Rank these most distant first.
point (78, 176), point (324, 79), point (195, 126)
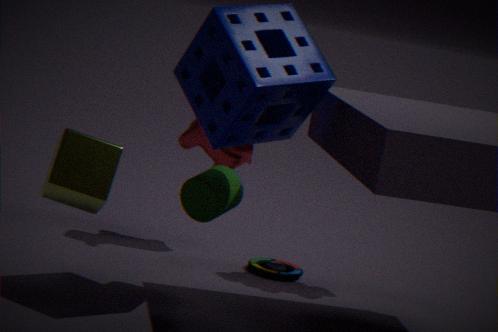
point (195, 126), point (324, 79), point (78, 176)
